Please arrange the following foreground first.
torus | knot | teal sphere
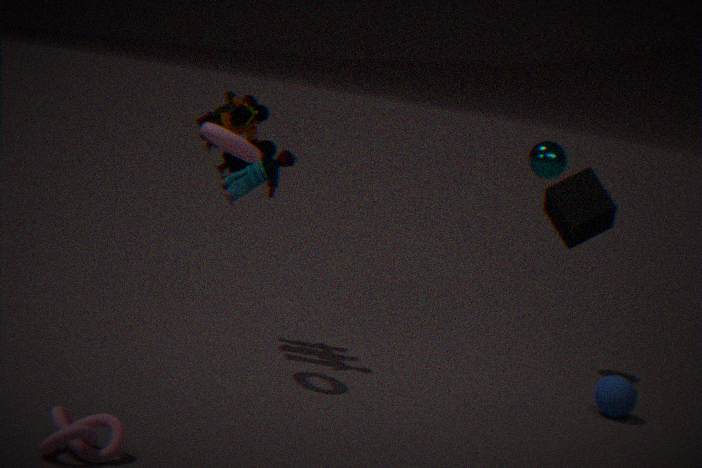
1. knot
2. torus
3. teal sphere
